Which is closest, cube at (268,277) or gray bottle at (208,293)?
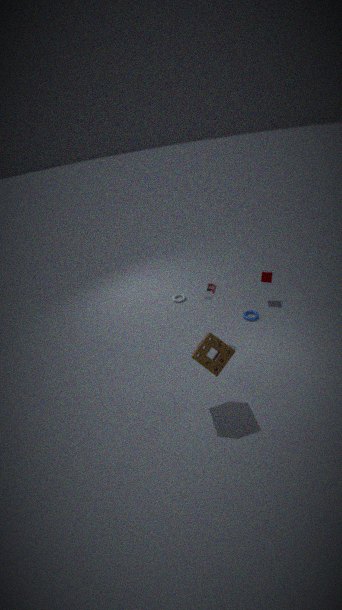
gray bottle at (208,293)
